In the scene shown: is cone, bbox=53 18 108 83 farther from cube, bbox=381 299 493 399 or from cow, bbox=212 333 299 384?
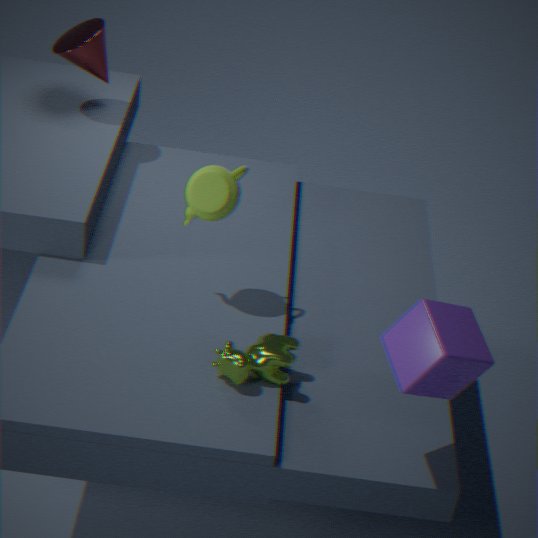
cube, bbox=381 299 493 399
